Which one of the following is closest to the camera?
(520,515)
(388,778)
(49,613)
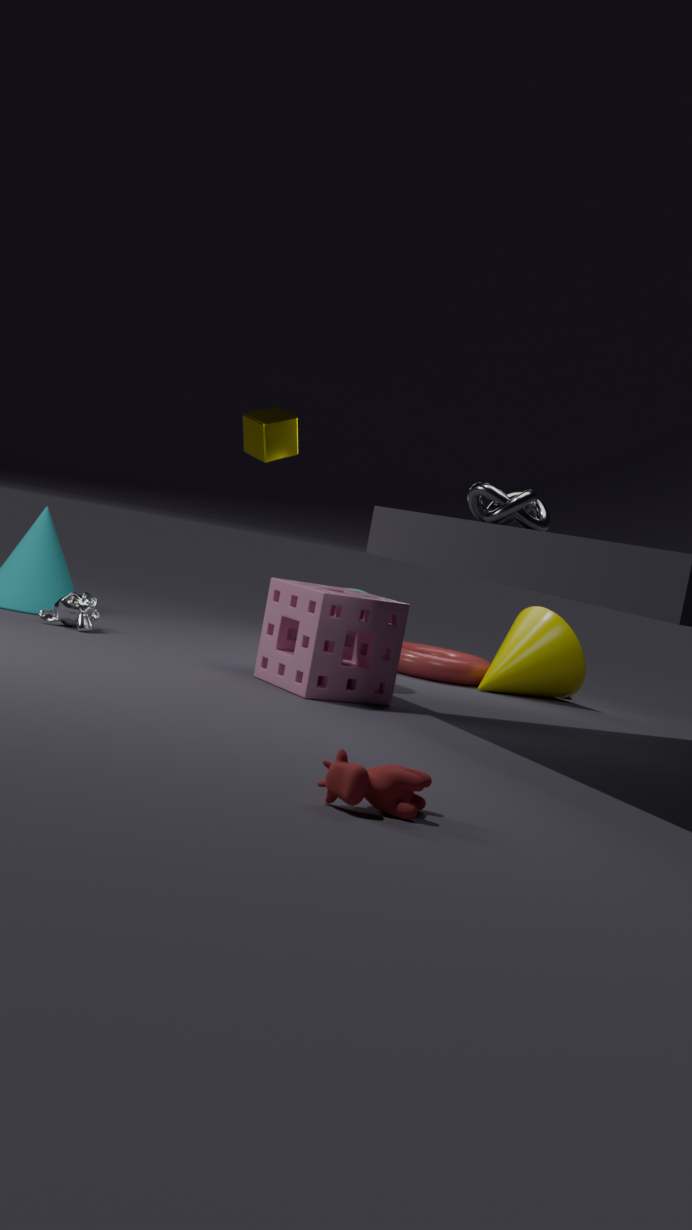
(388,778)
